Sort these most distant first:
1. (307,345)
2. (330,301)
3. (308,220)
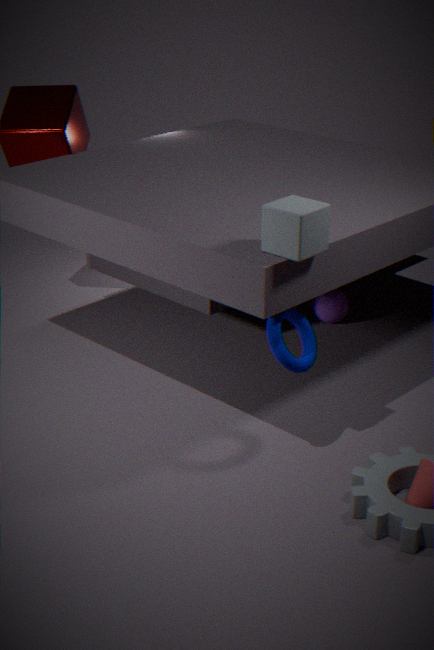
(330,301)
(307,345)
(308,220)
